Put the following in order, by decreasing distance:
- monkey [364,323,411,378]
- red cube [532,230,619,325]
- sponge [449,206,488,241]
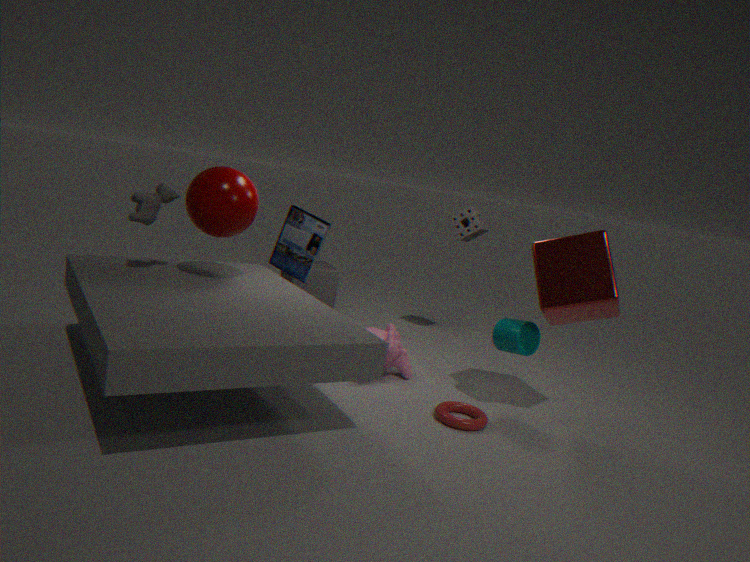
sponge [449,206,488,241] < monkey [364,323,411,378] < red cube [532,230,619,325]
